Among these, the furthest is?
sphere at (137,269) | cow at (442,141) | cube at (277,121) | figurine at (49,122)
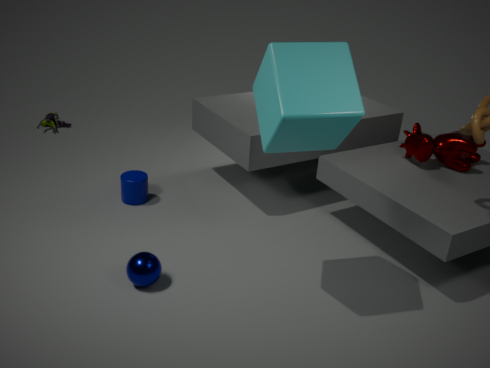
figurine at (49,122)
